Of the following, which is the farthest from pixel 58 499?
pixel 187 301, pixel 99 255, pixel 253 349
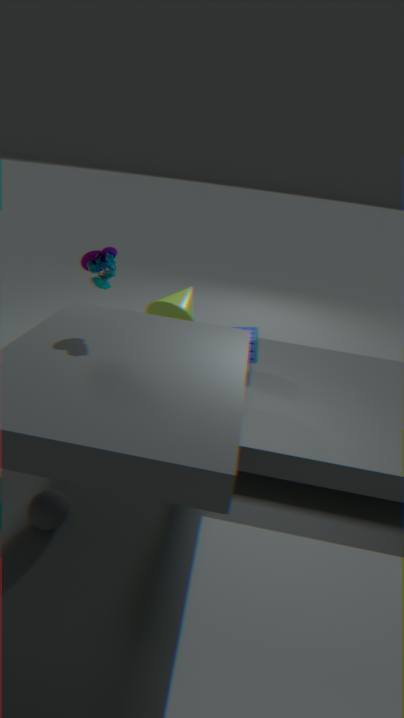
pixel 187 301
